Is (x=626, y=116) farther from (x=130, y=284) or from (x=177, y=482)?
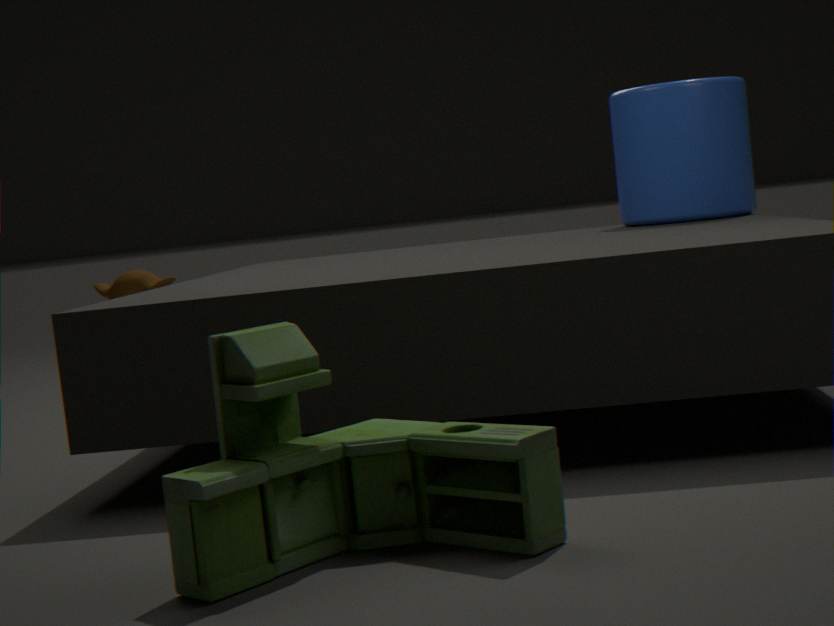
(x=130, y=284)
